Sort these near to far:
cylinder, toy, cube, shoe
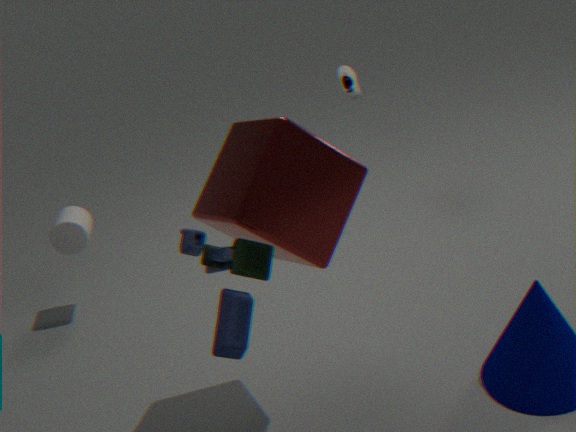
toy → cube → cylinder → shoe
